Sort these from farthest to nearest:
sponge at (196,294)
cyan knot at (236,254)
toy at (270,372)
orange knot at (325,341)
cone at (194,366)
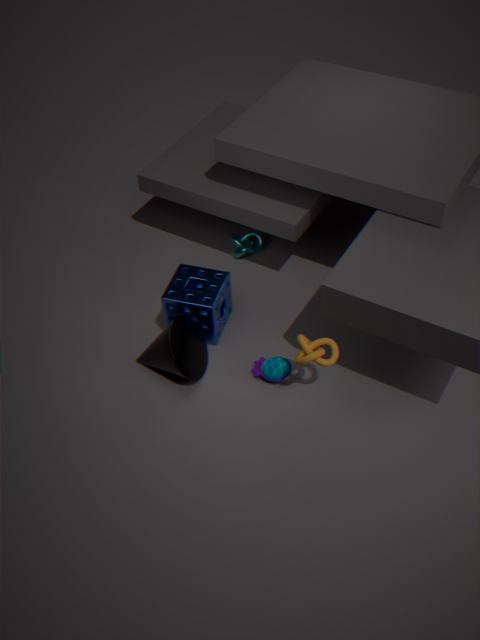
cyan knot at (236,254) < sponge at (196,294) < toy at (270,372) < cone at (194,366) < orange knot at (325,341)
